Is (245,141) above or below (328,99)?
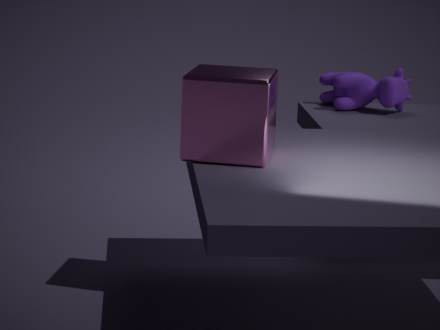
above
